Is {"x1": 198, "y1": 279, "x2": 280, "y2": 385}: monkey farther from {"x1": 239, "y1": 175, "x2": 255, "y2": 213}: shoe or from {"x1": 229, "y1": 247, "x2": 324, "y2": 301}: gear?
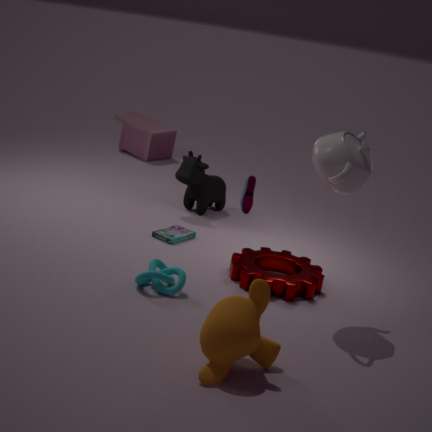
{"x1": 239, "y1": 175, "x2": 255, "y2": 213}: shoe
